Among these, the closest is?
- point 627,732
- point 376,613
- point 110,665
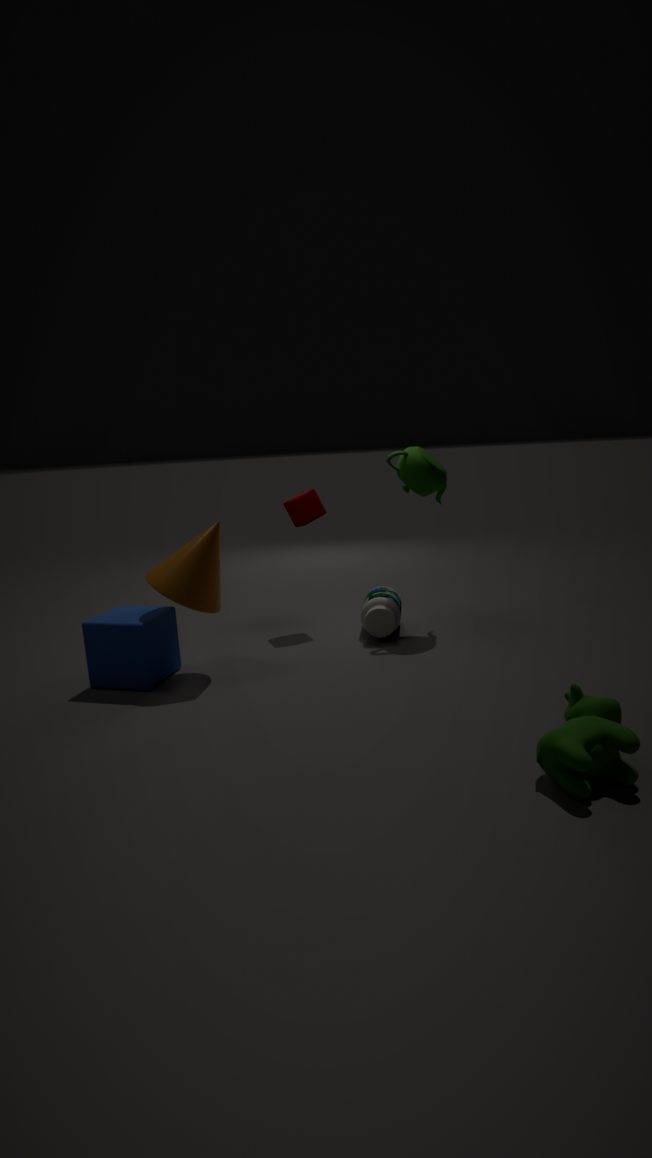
point 627,732
